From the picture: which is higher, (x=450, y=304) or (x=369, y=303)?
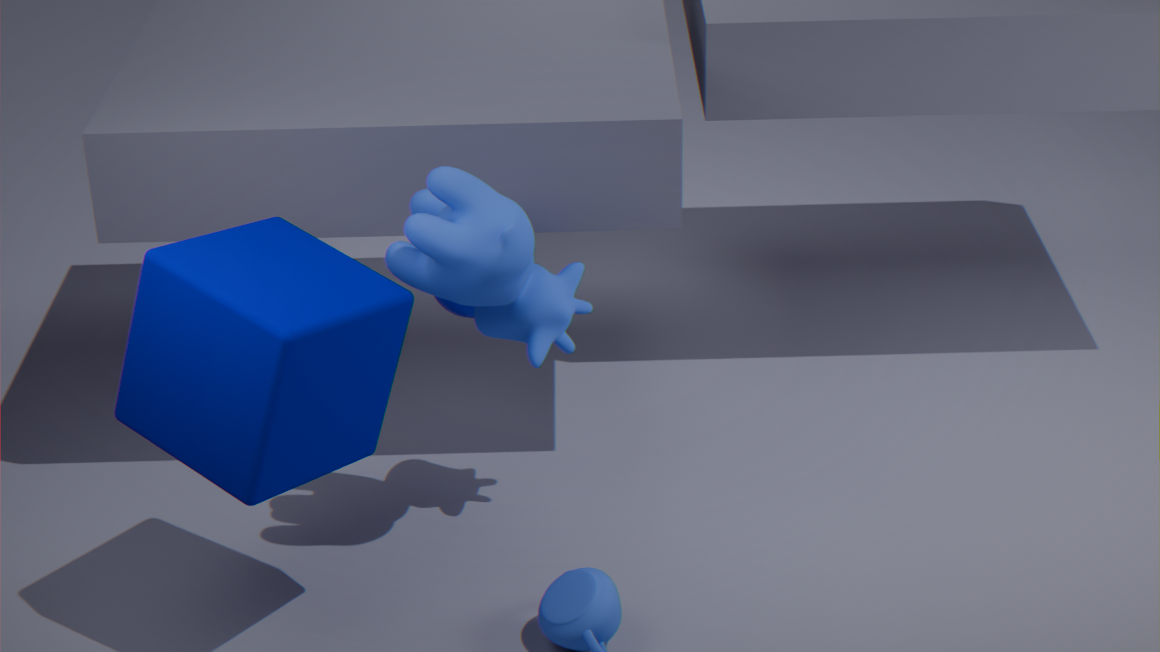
(x=369, y=303)
